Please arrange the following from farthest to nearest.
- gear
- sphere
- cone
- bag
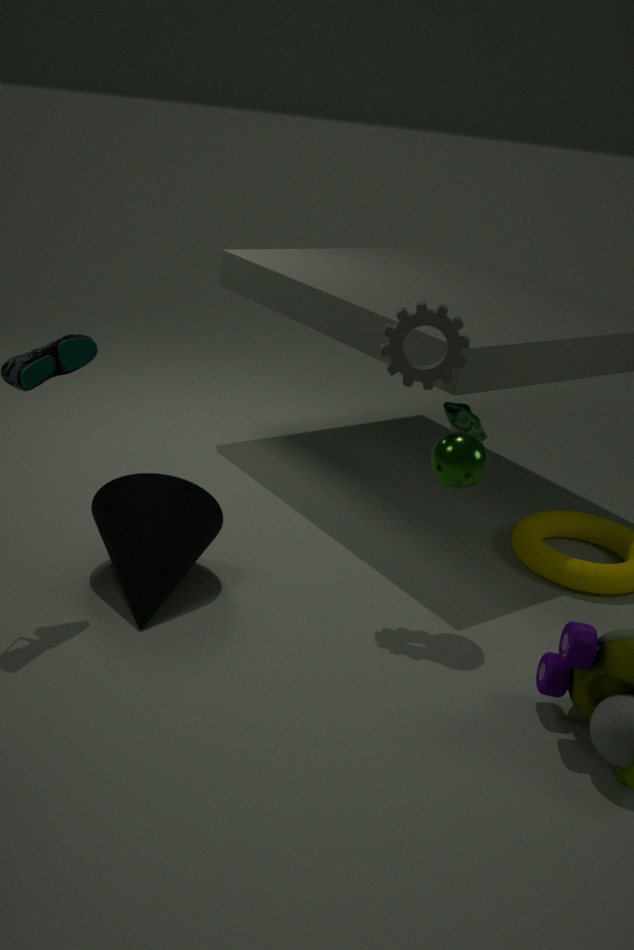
bag, gear, cone, sphere
